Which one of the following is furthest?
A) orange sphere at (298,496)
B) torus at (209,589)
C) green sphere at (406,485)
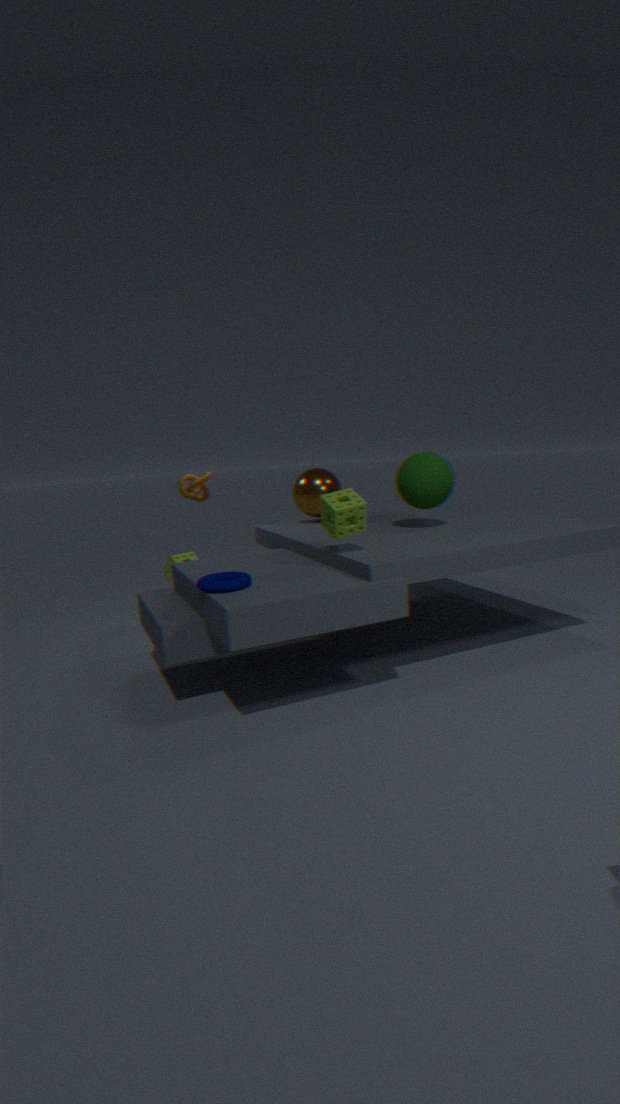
orange sphere at (298,496)
